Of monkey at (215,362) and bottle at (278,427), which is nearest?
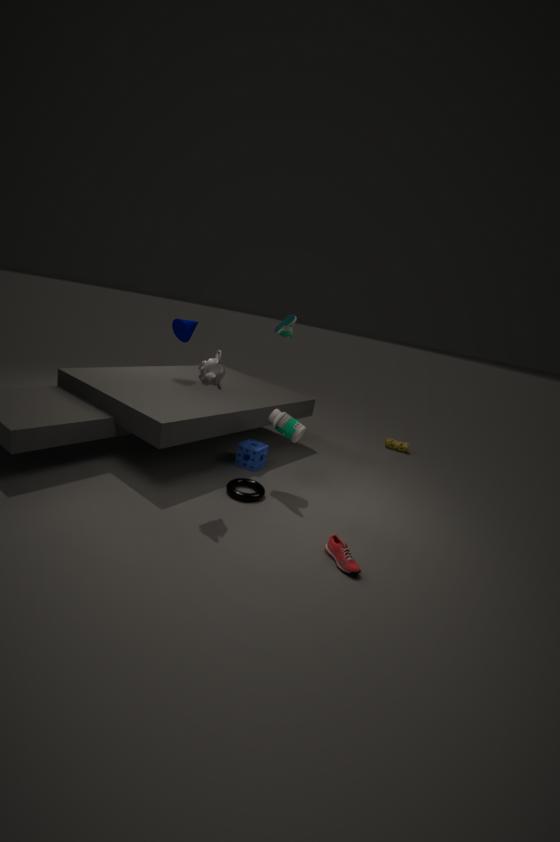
monkey at (215,362)
